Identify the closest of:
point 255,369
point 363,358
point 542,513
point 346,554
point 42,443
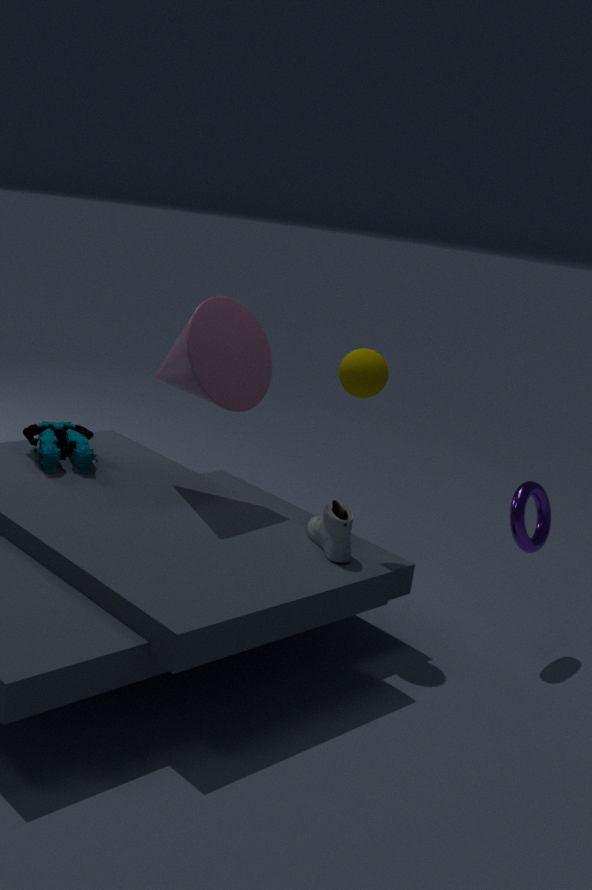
point 346,554
